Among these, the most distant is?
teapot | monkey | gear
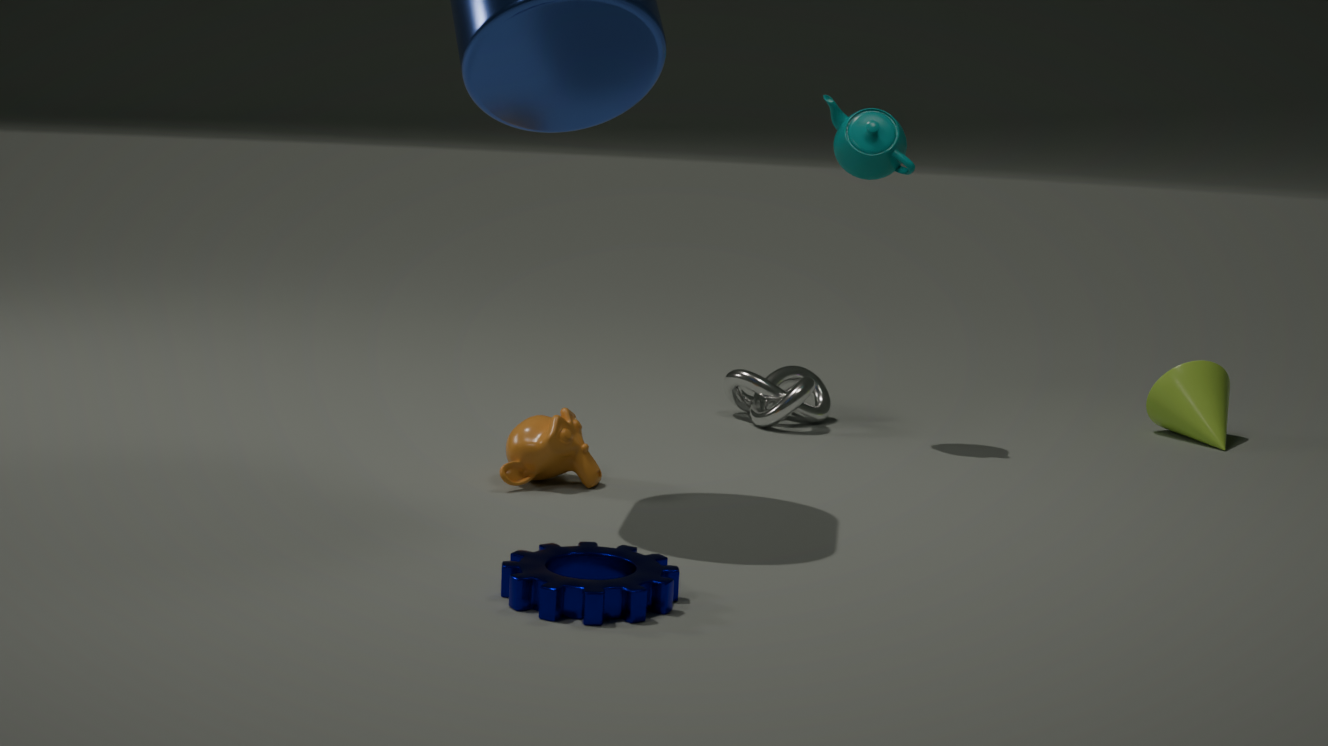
teapot
